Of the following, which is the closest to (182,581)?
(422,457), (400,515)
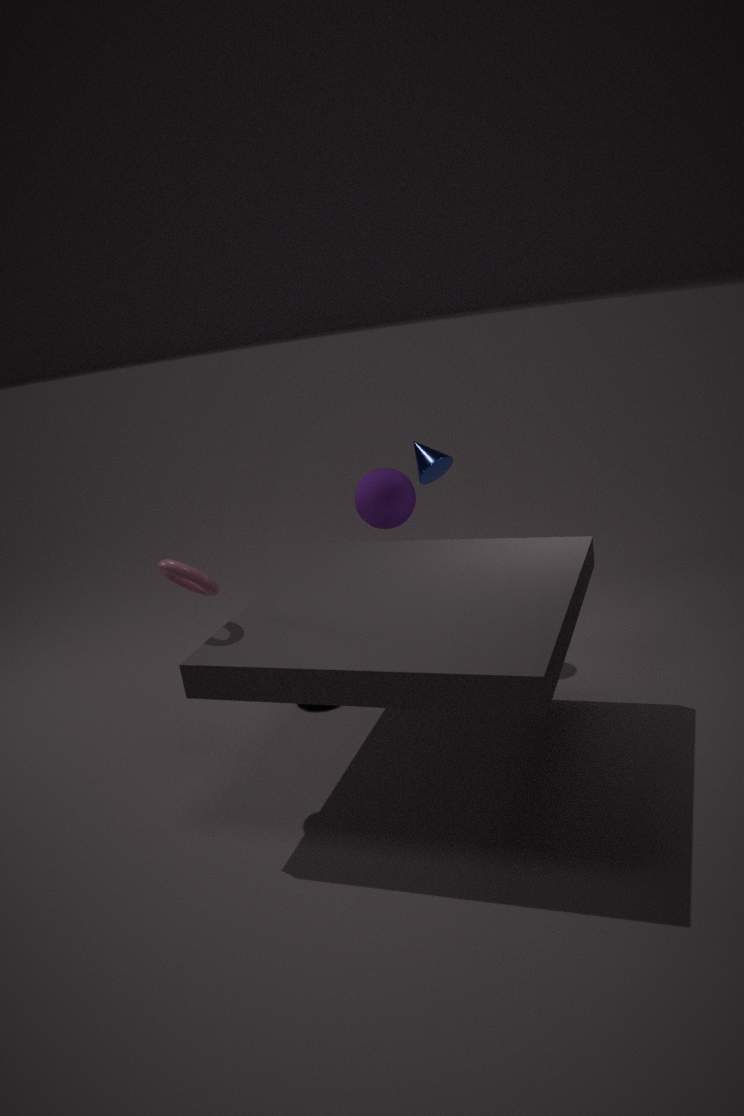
(422,457)
